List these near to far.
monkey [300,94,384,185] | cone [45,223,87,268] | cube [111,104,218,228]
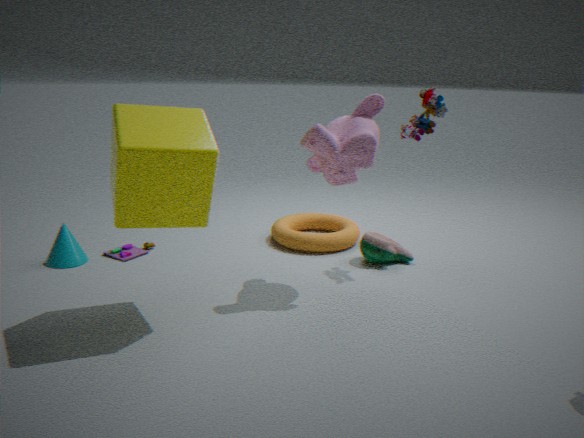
1. cube [111,104,218,228]
2. monkey [300,94,384,185]
3. cone [45,223,87,268]
